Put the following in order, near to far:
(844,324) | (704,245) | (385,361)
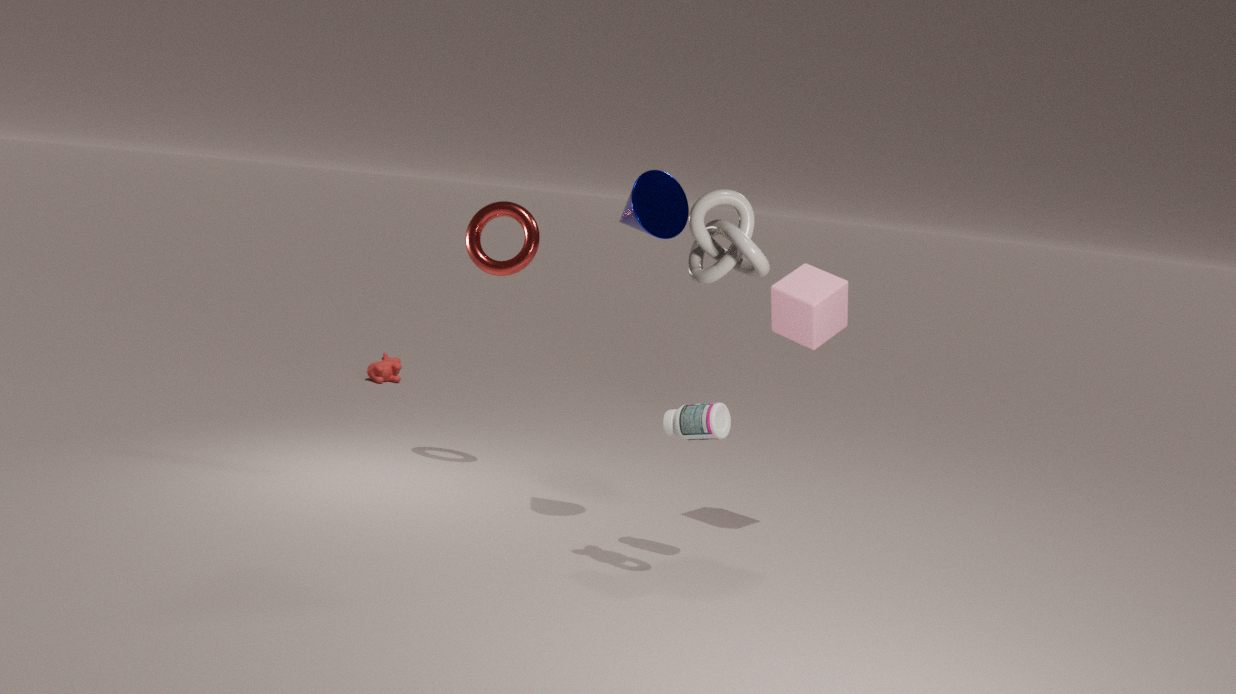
1. (704,245)
2. (844,324)
3. (385,361)
